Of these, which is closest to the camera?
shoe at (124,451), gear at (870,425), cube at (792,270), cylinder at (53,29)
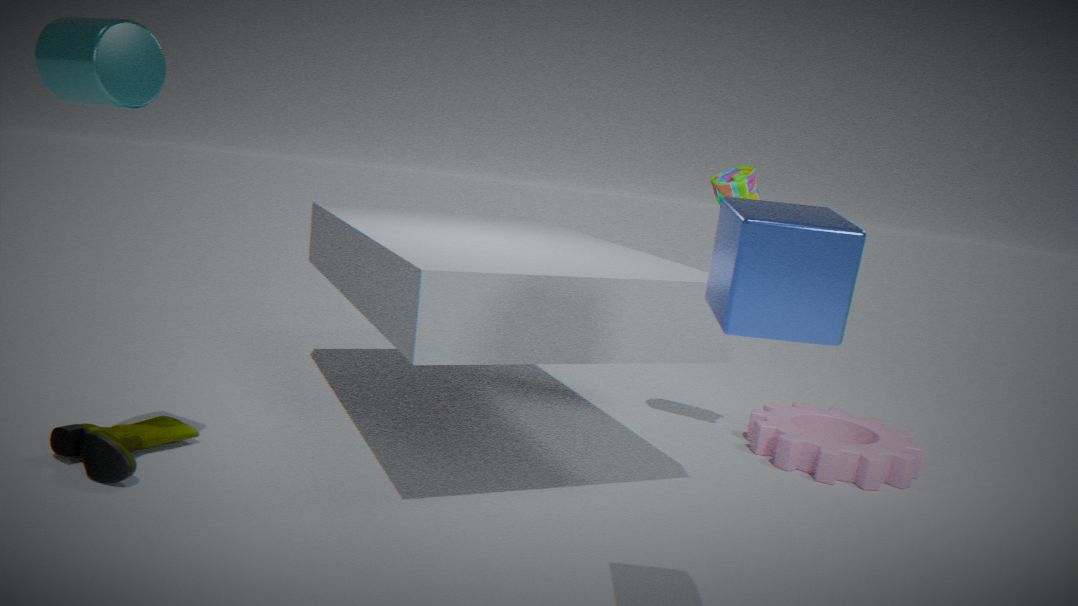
cube at (792,270)
